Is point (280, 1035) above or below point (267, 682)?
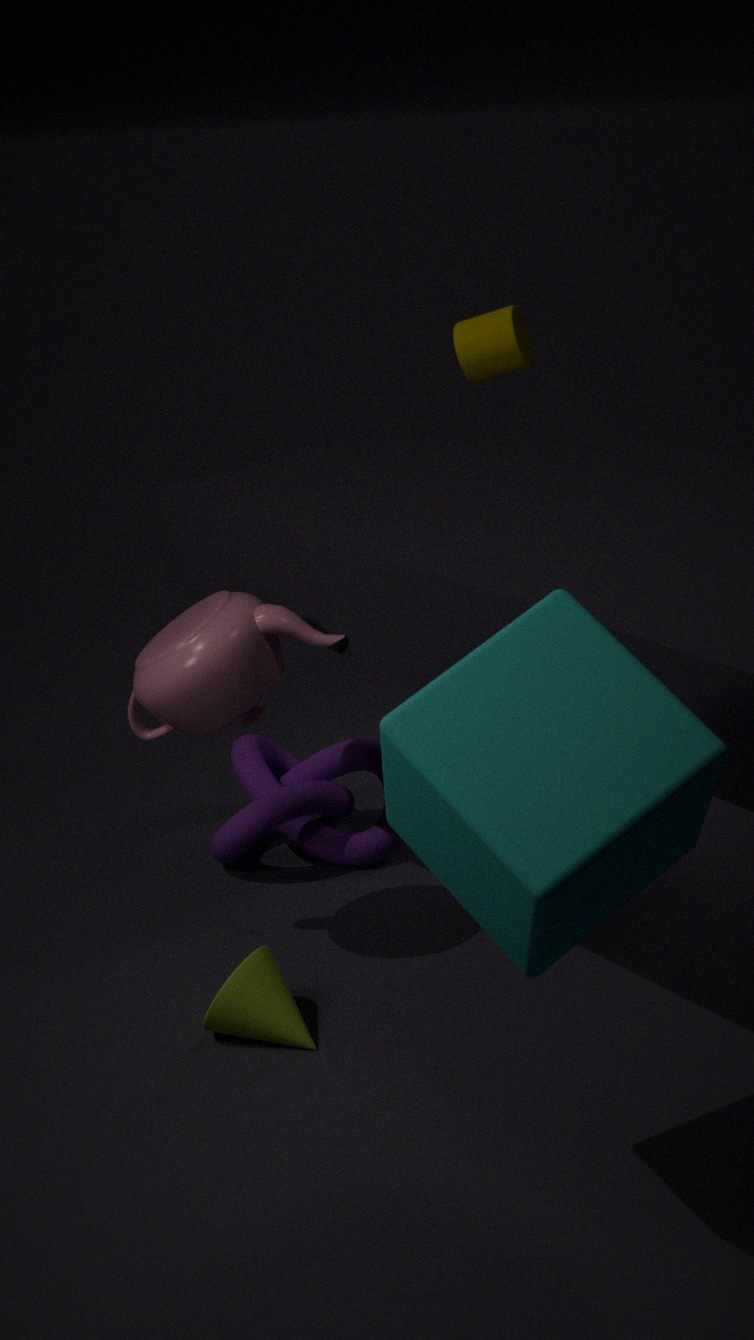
below
